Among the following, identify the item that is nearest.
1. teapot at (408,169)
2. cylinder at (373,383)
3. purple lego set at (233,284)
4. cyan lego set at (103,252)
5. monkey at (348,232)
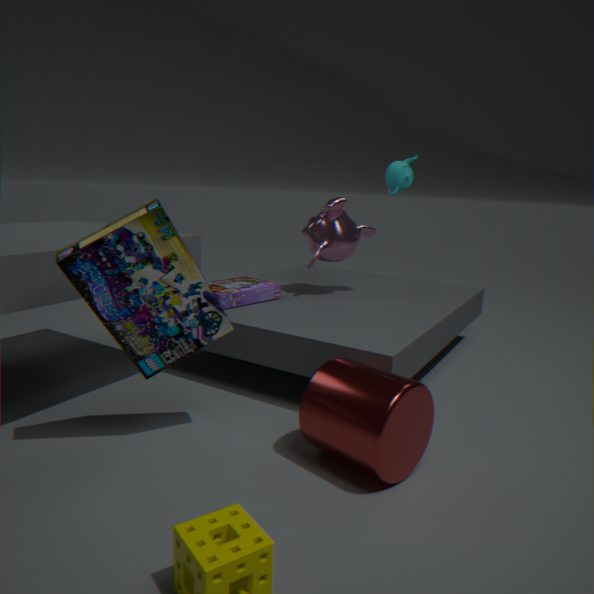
cylinder at (373,383)
